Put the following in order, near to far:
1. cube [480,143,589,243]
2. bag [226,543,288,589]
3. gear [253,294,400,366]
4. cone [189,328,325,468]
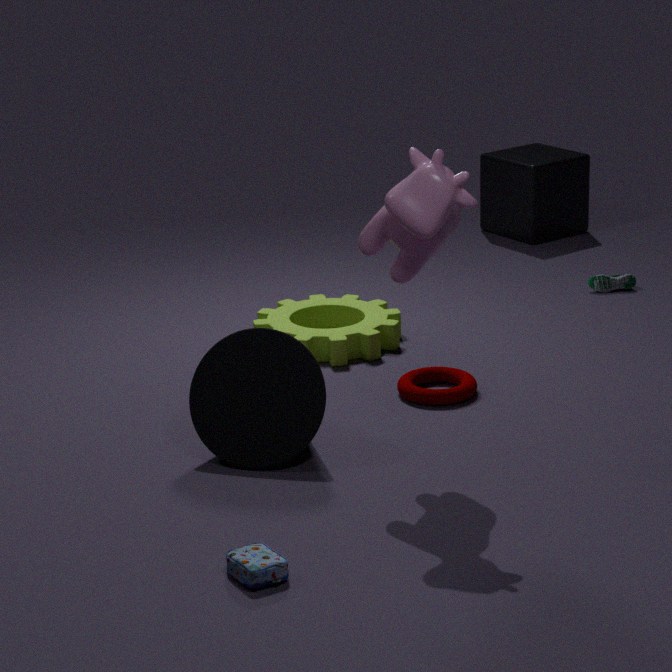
bag [226,543,288,589] < cone [189,328,325,468] < gear [253,294,400,366] < cube [480,143,589,243]
